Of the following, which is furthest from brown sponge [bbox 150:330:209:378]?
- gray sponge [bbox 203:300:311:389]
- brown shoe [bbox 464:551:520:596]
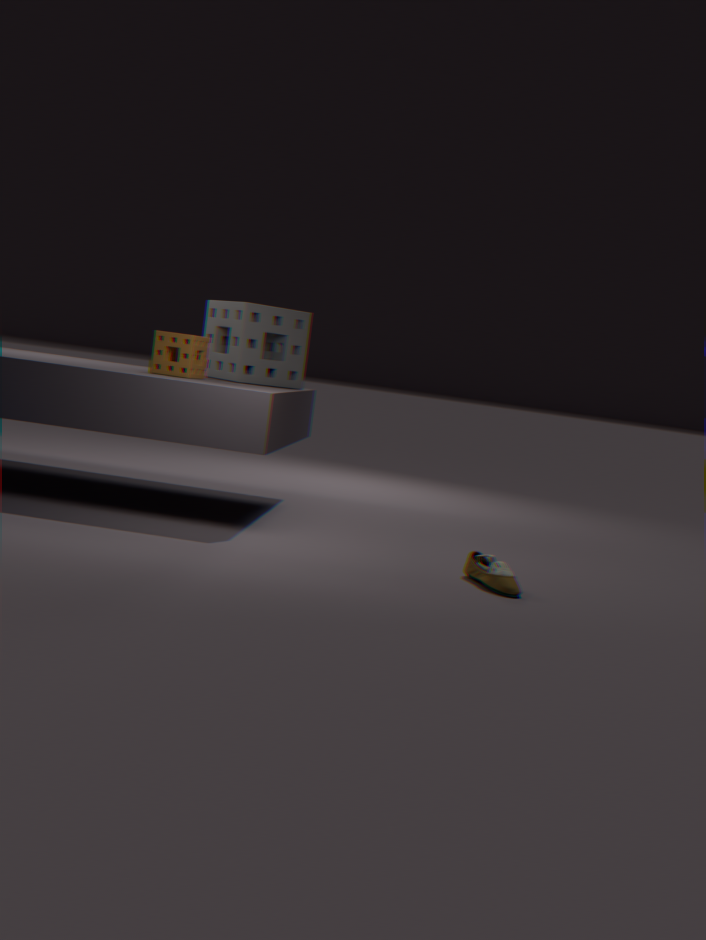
brown shoe [bbox 464:551:520:596]
